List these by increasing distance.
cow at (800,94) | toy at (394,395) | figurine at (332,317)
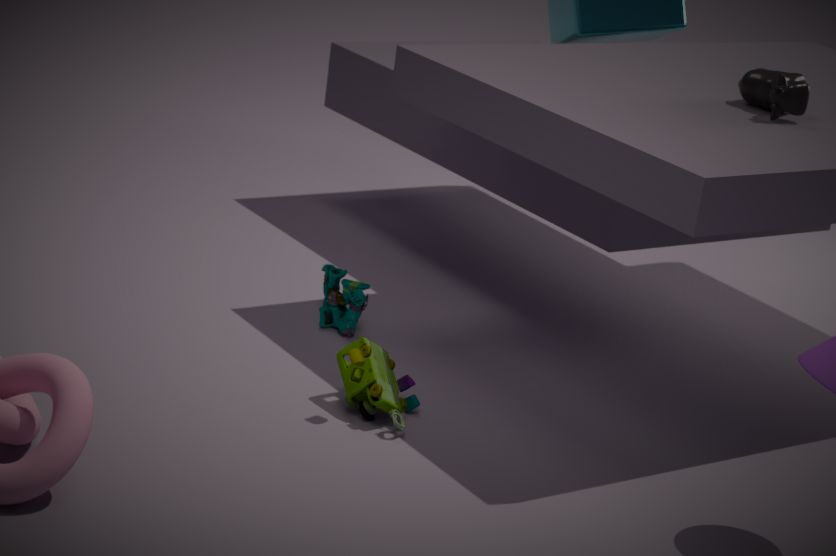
toy at (394,395) < cow at (800,94) < figurine at (332,317)
